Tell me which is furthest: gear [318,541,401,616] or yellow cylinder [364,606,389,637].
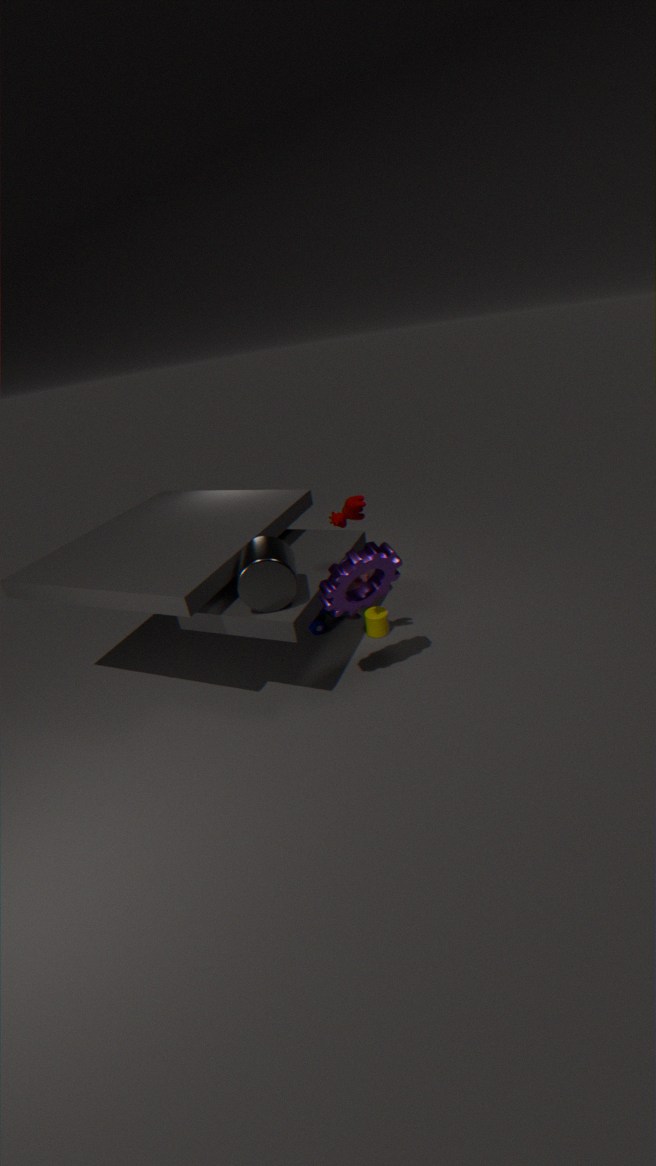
yellow cylinder [364,606,389,637]
